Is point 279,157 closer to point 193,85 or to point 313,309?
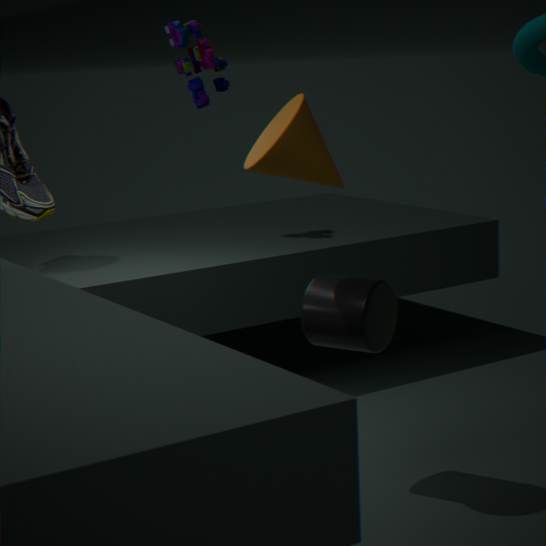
point 313,309
